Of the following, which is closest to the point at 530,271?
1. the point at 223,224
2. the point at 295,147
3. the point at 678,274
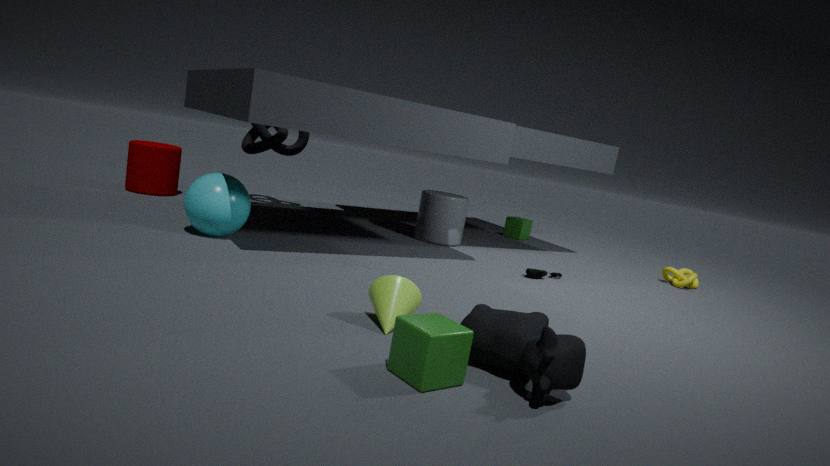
the point at 678,274
